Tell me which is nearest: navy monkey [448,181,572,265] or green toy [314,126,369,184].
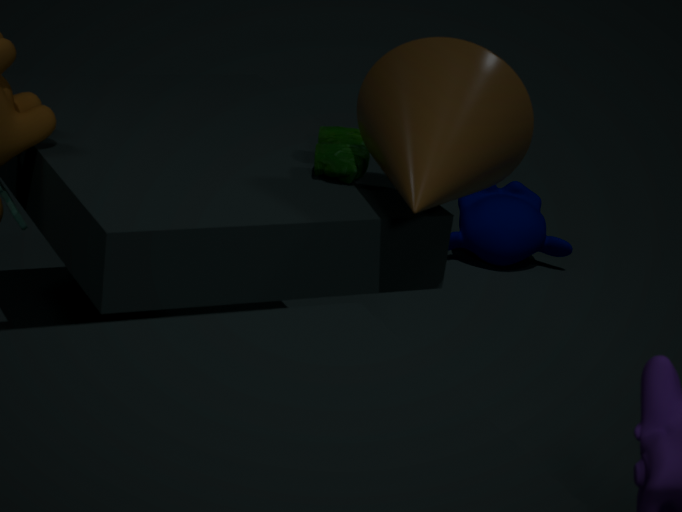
green toy [314,126,369,184]
